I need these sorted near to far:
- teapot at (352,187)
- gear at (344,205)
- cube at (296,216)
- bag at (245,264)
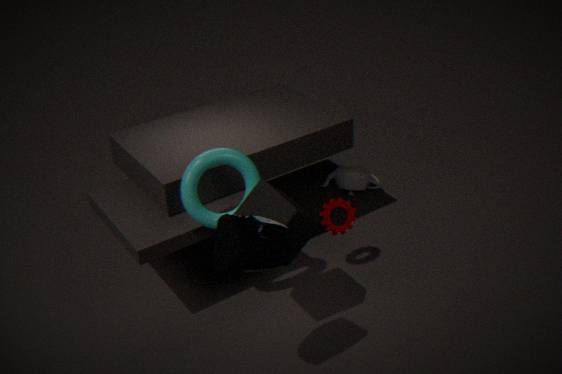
bag at (245,264)
cube at (296,216)
gear at (344,205)
teapot at (352,187)
